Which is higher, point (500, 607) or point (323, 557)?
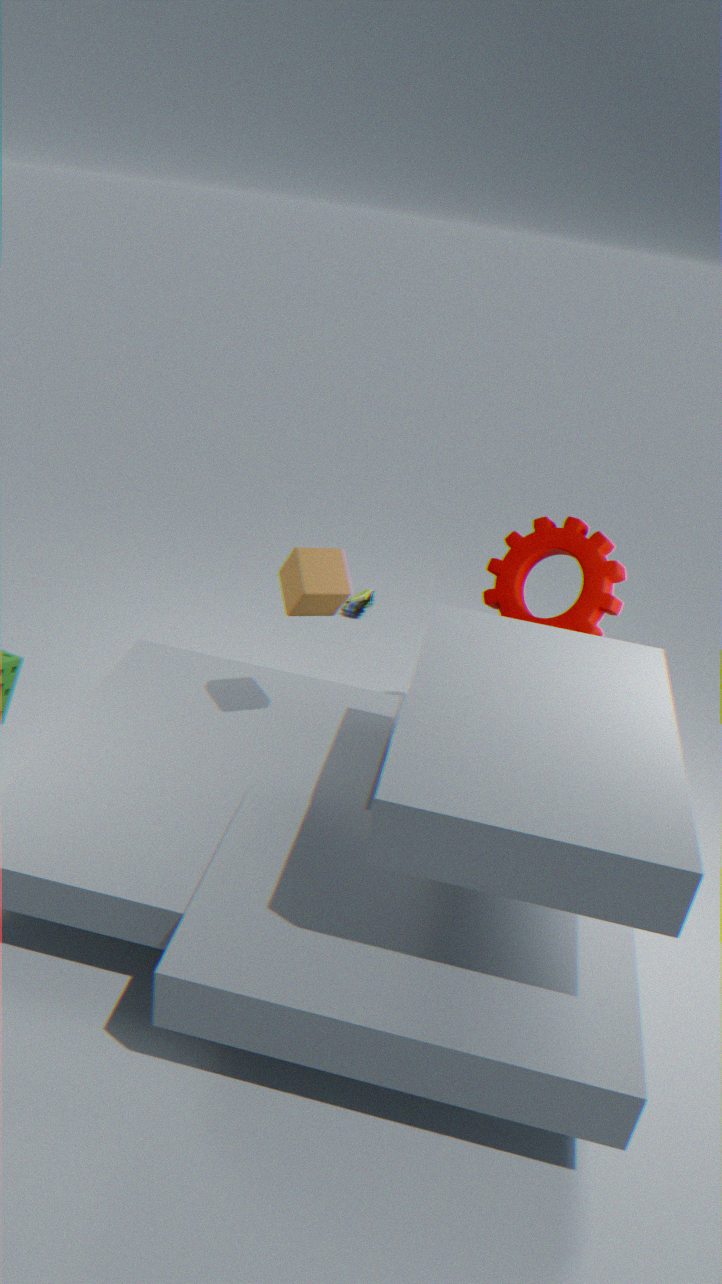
point (323, 557)
